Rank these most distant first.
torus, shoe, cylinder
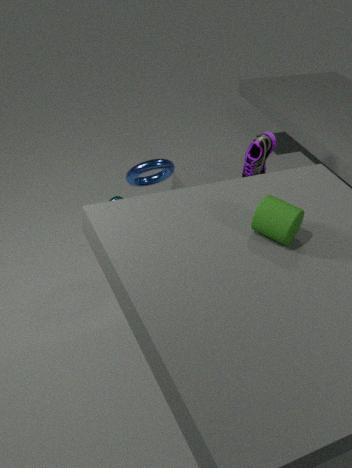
shoe
torus
cylinder
